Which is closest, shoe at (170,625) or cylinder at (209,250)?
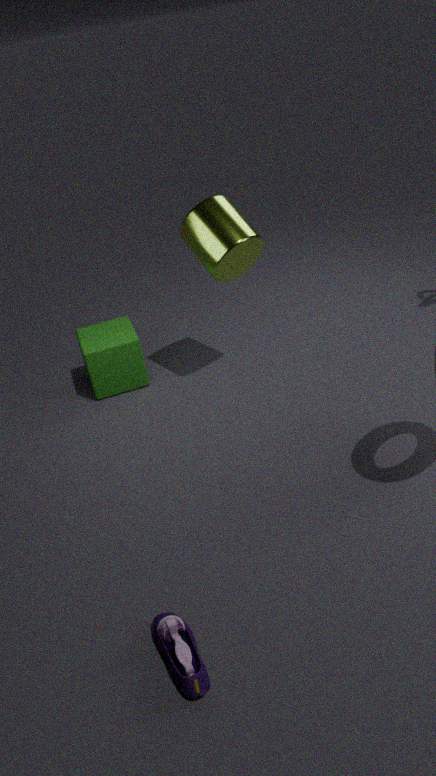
shoe at (170,625)
